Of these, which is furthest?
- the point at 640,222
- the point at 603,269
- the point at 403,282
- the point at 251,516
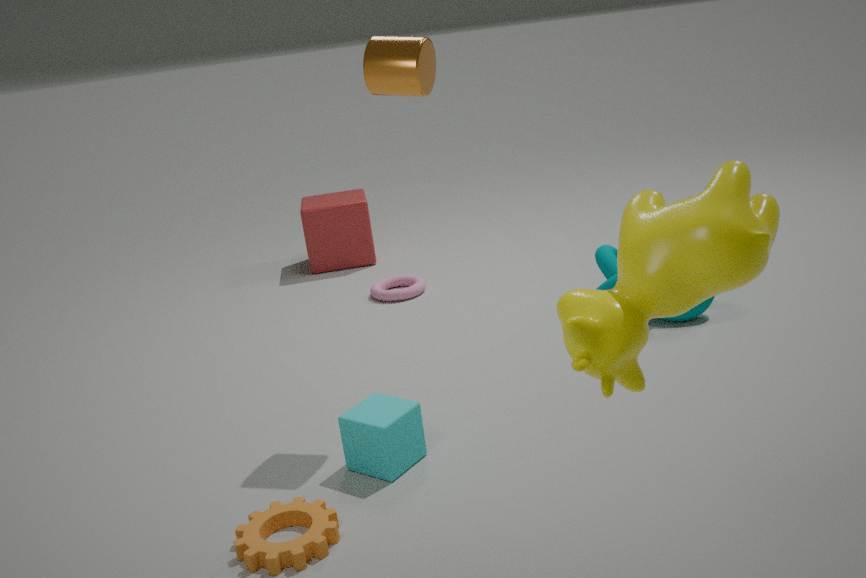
the point at 403,282
